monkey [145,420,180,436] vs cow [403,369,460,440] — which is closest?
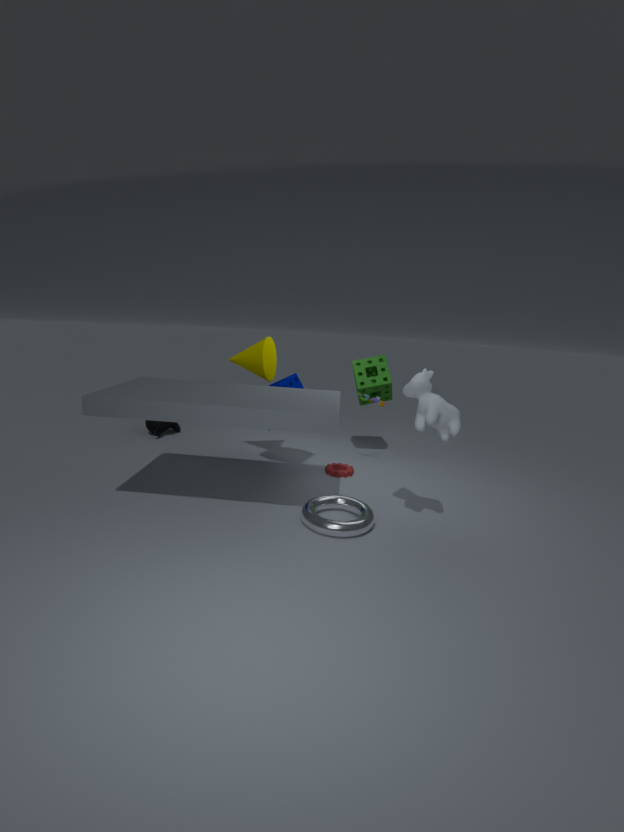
cow [403,369,460,440]
